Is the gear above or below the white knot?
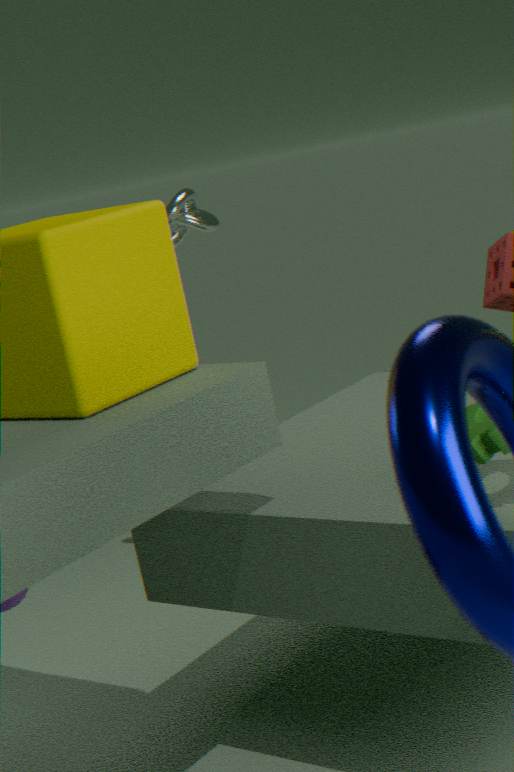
below
